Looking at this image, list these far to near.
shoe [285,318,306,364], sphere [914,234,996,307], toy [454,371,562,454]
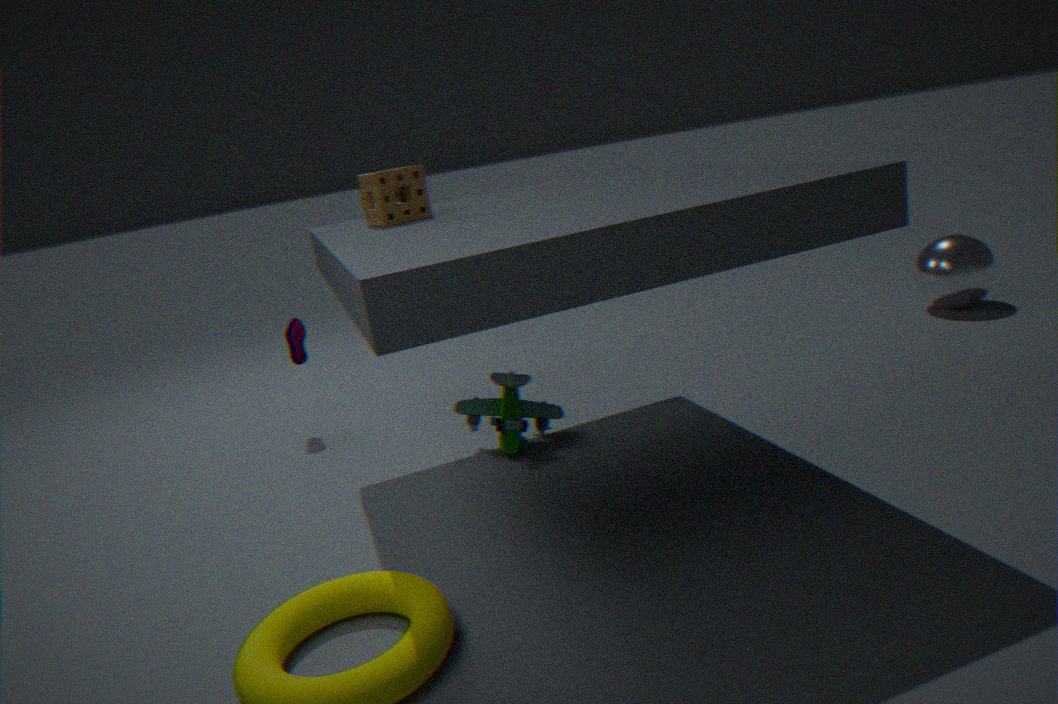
sphere [914,234,996,307] < shoe [285,318,306,364] < toy [454,371,562,454]
